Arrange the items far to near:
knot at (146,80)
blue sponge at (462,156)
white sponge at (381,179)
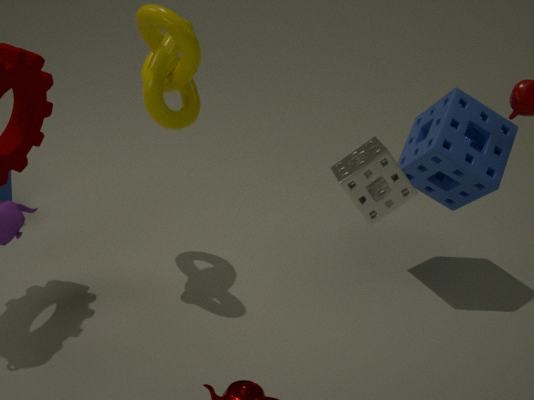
blue sponge at (462,156) → knot at (146,80) → white sponge at (381,179)
